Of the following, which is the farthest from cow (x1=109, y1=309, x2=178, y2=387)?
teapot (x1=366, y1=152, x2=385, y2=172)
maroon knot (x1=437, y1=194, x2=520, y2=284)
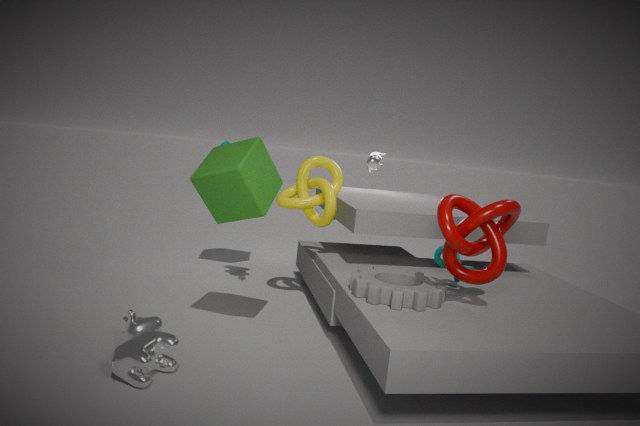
teapot (x1=366, y1=152, x2=385, y2=172)
